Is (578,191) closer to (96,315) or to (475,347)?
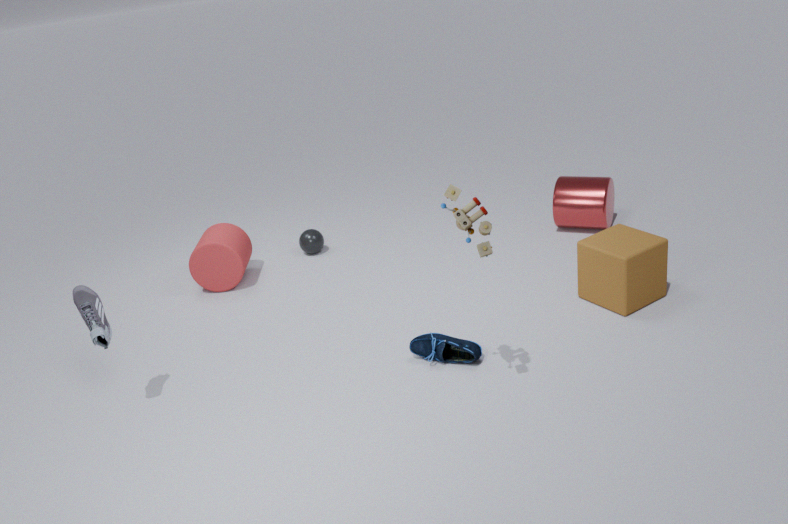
(475,347)
